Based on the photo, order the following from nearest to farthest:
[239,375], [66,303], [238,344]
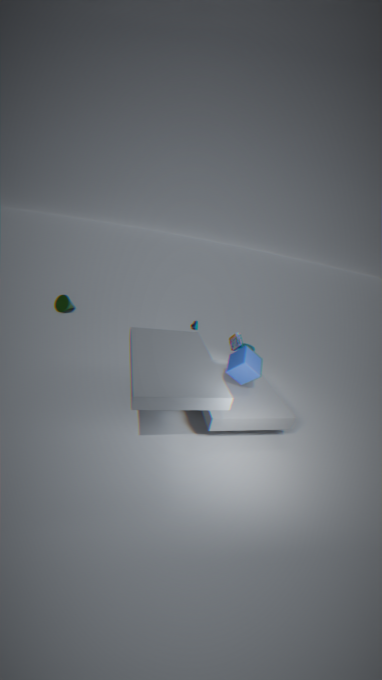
1. [239,375]
2. [238,344]
3. [66,303]
